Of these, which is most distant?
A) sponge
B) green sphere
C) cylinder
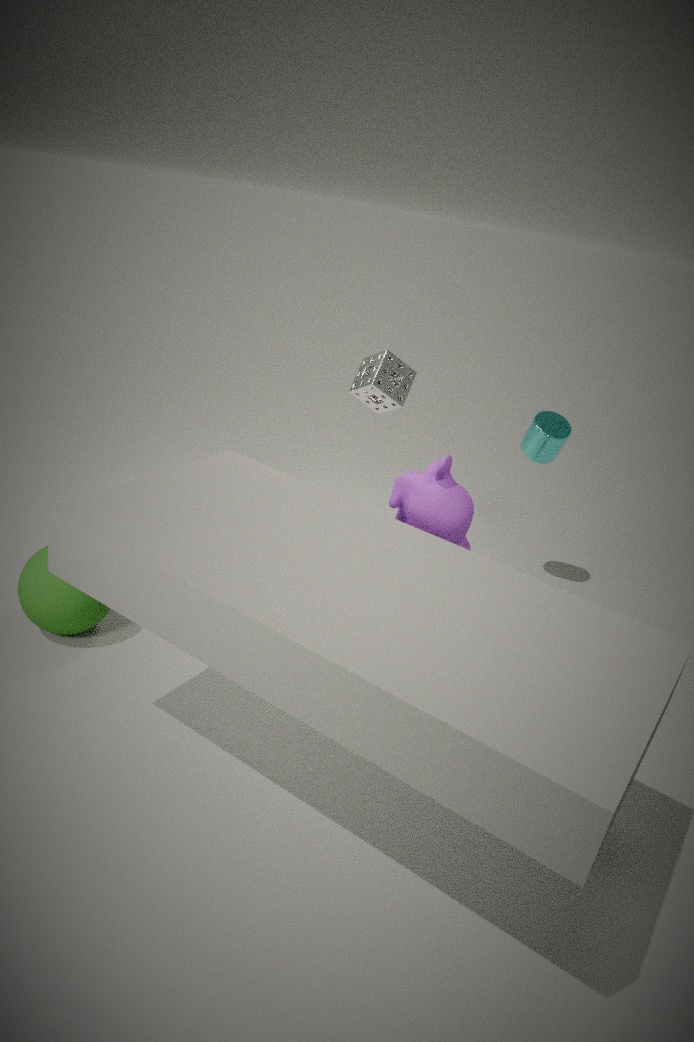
cylinder
